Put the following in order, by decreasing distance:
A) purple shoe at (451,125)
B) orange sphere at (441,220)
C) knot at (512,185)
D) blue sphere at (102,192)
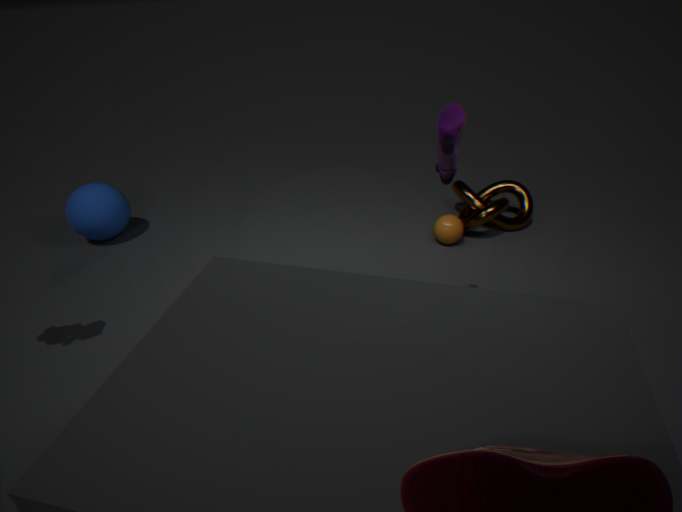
C. knot at (512,185) < D. blue sphere at (102,192) < B. orange sphere at (441,220) < A. purple shoe at (451,125)
